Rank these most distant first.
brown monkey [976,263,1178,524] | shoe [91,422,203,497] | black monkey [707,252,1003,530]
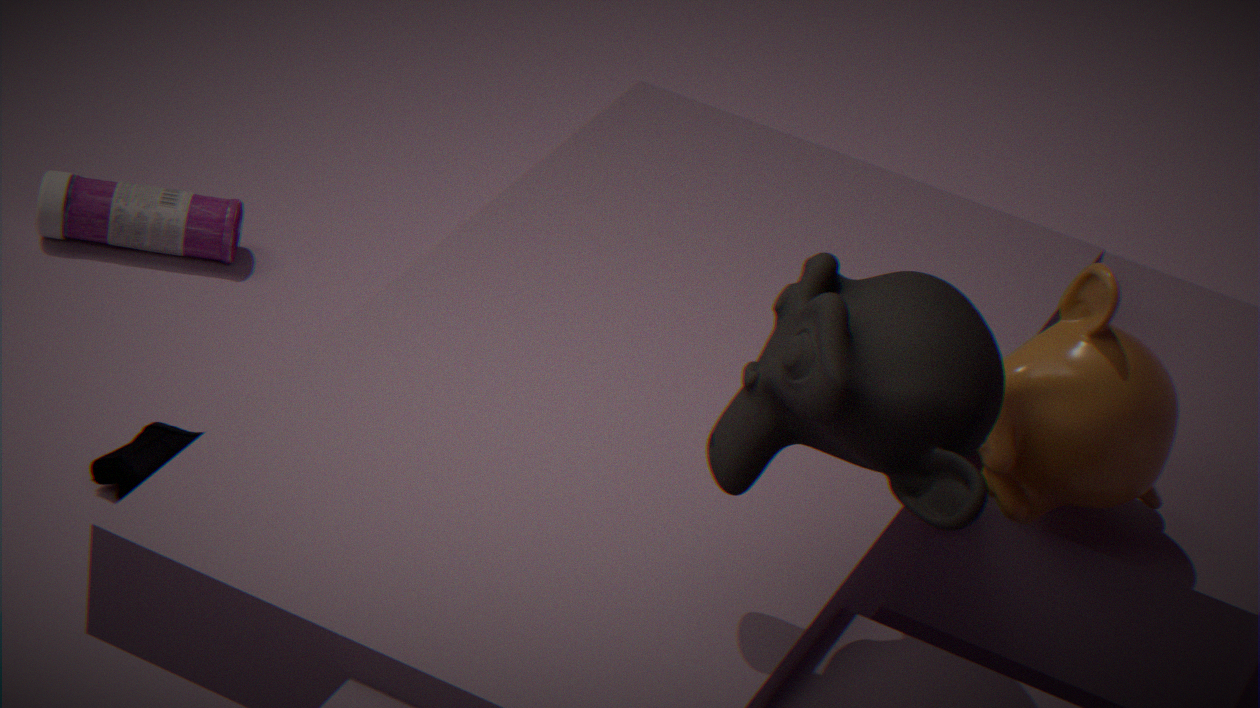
shoe [91,422,203,497] → brown monkey [976,263,1178,524] → black monkey [707,252,1003,530]
